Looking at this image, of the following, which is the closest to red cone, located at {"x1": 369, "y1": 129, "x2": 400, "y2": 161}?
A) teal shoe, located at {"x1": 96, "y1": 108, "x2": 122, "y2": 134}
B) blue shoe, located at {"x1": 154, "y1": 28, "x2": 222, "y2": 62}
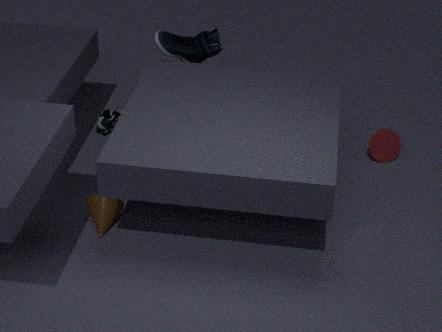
blue shoe, located at {"x1": 154, "y1": 28, "x2": 222, "y2": 62}
